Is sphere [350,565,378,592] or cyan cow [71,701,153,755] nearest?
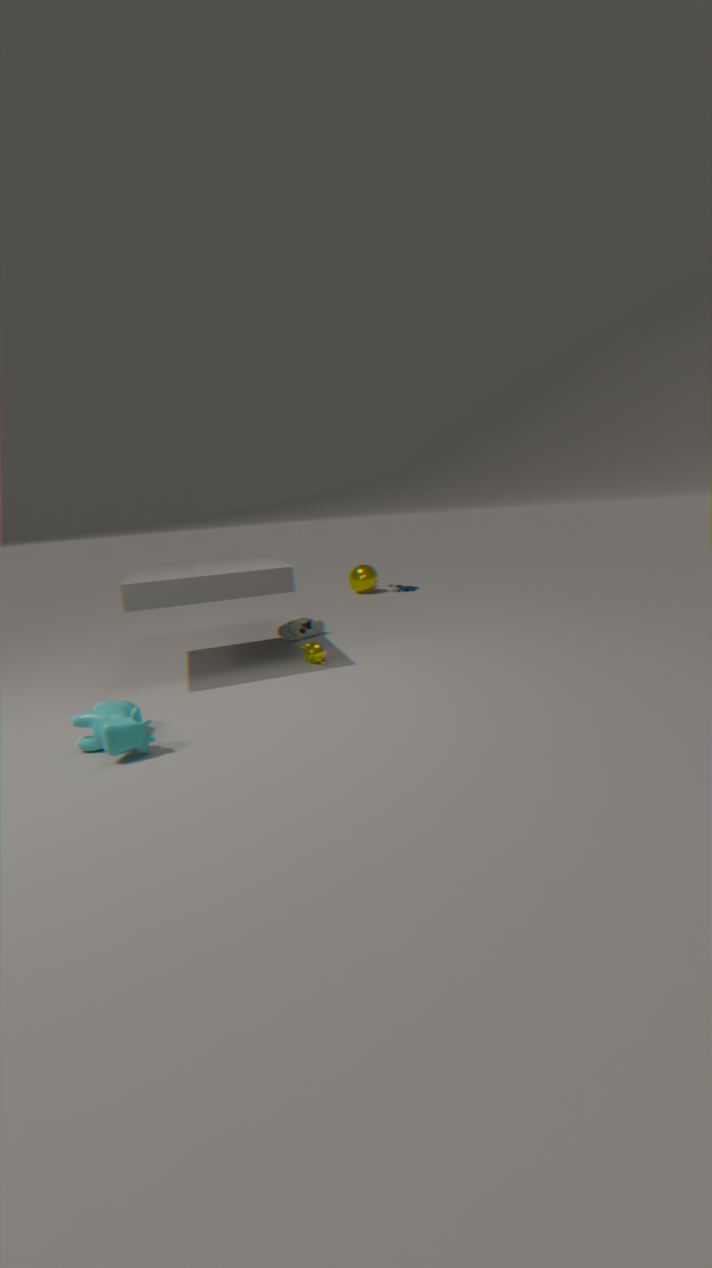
cyan cow [71,701,153,755]
